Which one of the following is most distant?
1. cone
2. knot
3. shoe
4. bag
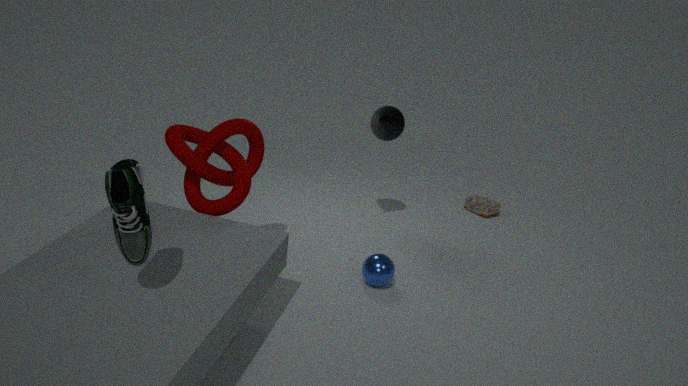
bag
